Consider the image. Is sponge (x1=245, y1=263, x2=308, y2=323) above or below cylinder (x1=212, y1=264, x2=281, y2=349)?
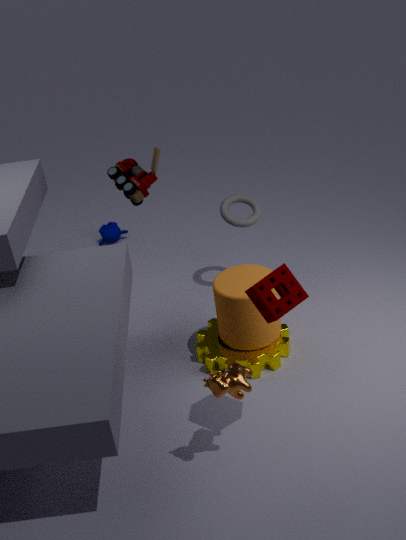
above
